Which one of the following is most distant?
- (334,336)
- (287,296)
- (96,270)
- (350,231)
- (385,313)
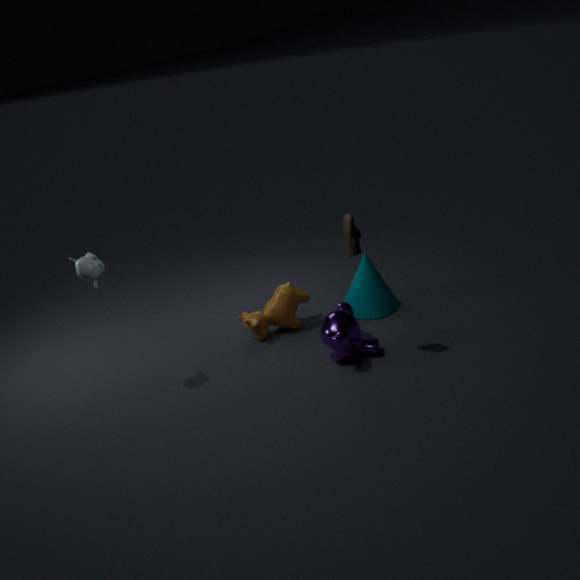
(385,313)
